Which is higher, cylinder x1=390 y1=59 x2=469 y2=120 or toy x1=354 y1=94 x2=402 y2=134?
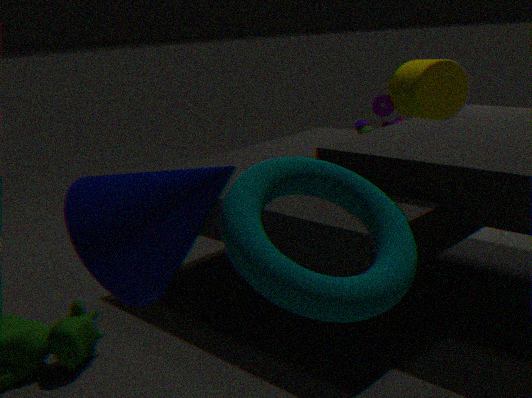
cylinder x1=390 y1=59 x2=469 y2=120
